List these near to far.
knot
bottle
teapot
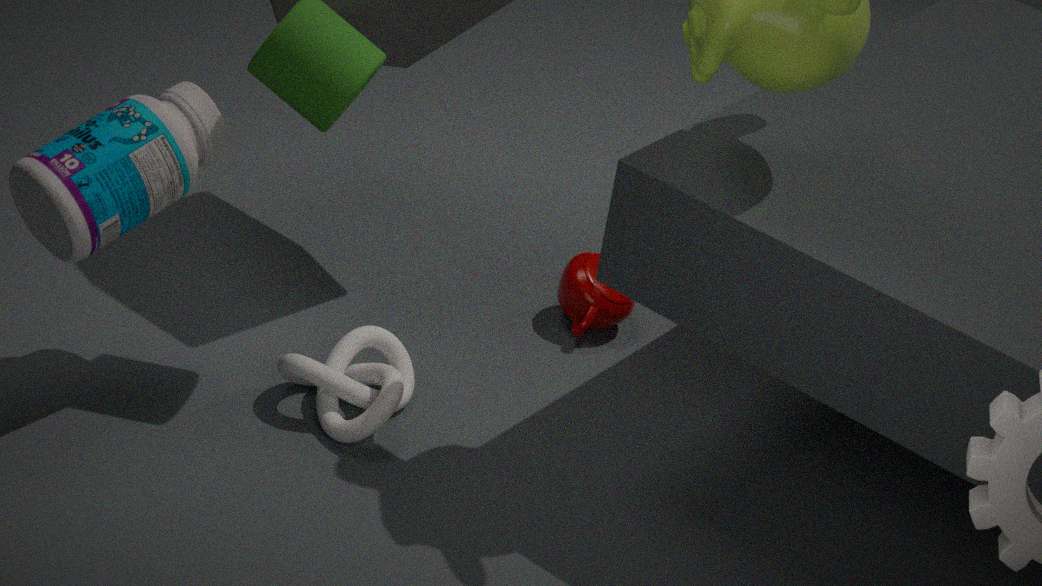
bottle → knot → teapot
